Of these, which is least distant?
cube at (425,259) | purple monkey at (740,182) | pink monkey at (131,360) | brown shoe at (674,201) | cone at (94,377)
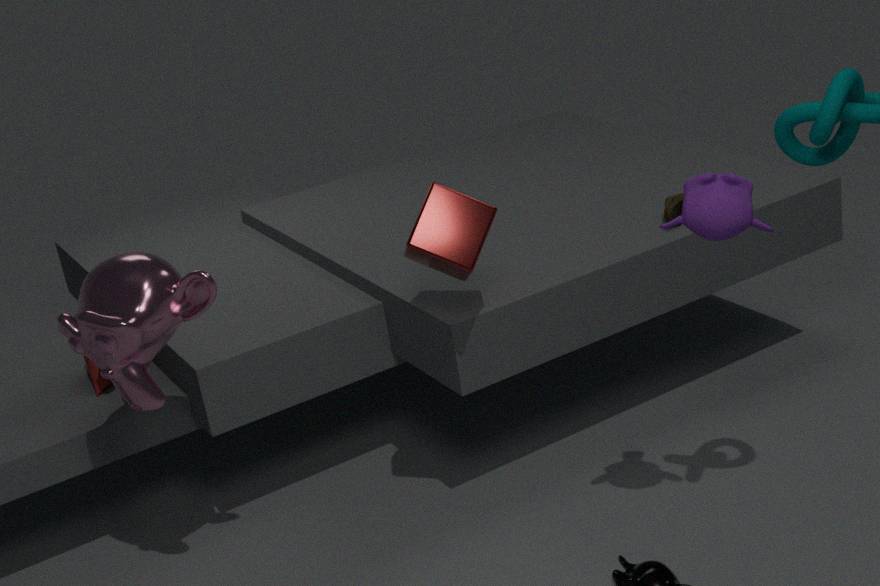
purple monkey at (740,182)
